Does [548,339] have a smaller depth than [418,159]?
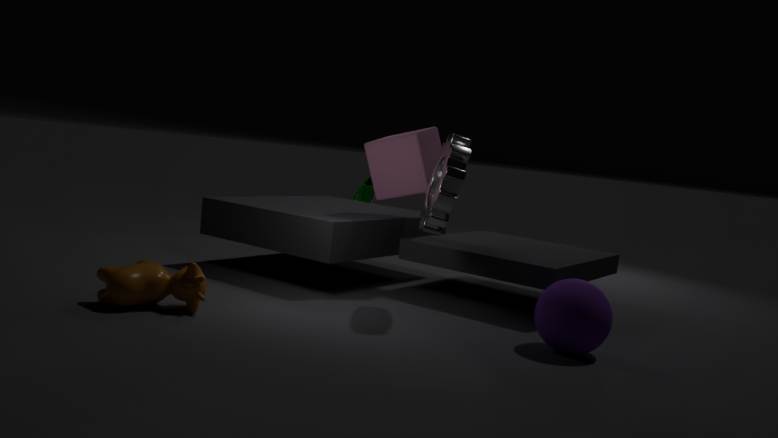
Yes
